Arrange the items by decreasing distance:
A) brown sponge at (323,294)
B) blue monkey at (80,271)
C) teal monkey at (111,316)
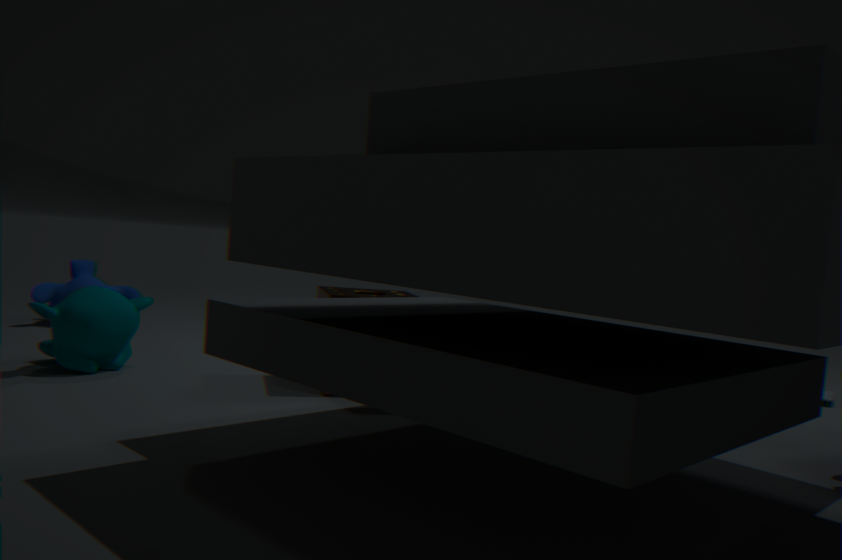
blue monkey at (80,271) → brown sponge at (323,294) → teal monkey at (111,316)
